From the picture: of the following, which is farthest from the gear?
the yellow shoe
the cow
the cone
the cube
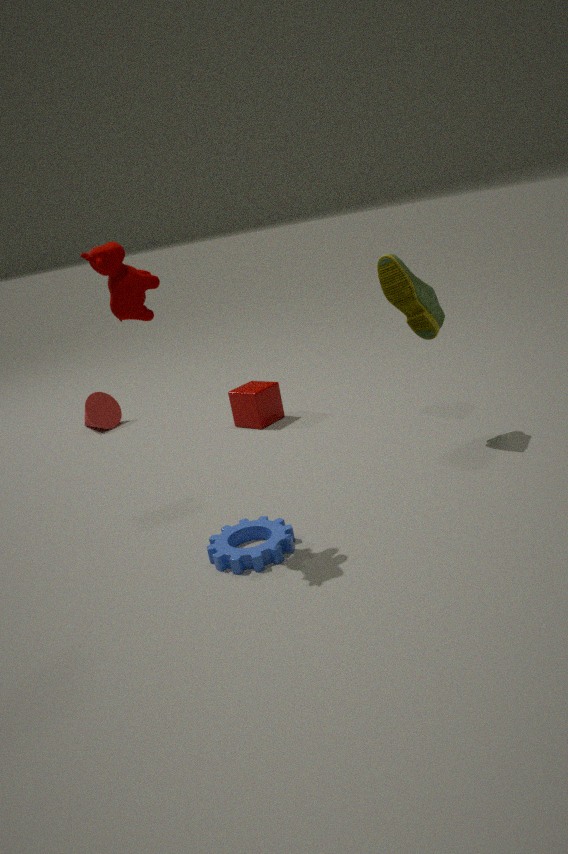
the cone
